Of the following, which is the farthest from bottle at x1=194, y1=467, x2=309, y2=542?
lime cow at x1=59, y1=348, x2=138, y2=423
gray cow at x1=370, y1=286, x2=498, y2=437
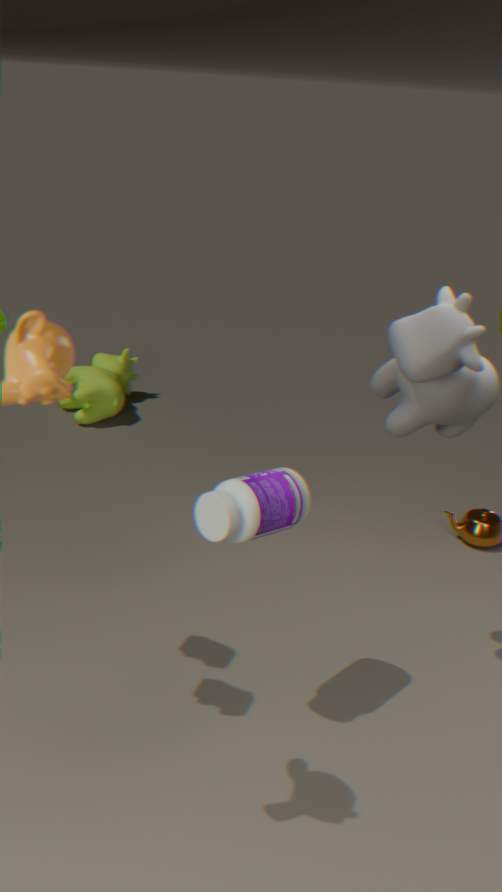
lime cow at x1=59, y1=348, x2=138, y2=423
